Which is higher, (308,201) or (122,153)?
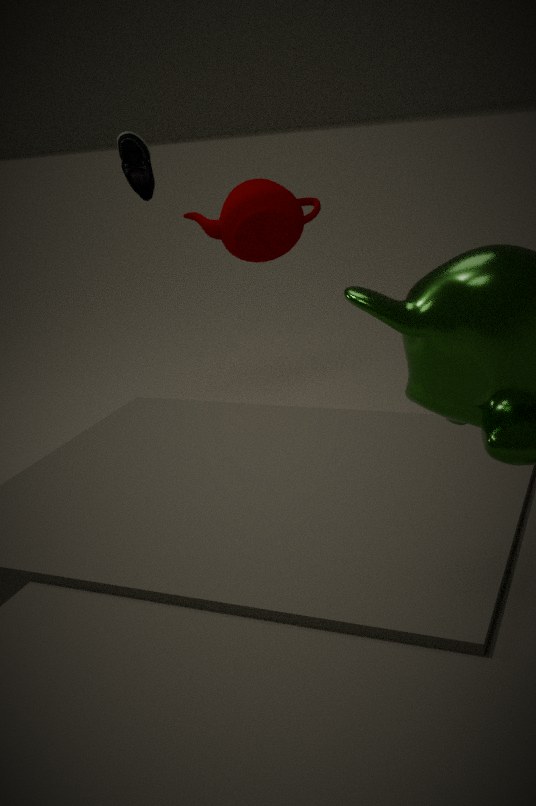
(122,153)
